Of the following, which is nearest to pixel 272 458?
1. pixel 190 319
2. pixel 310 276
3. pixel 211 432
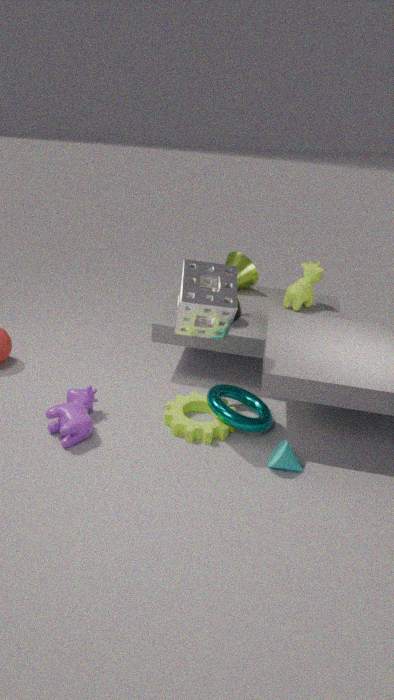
pixel 211 432
